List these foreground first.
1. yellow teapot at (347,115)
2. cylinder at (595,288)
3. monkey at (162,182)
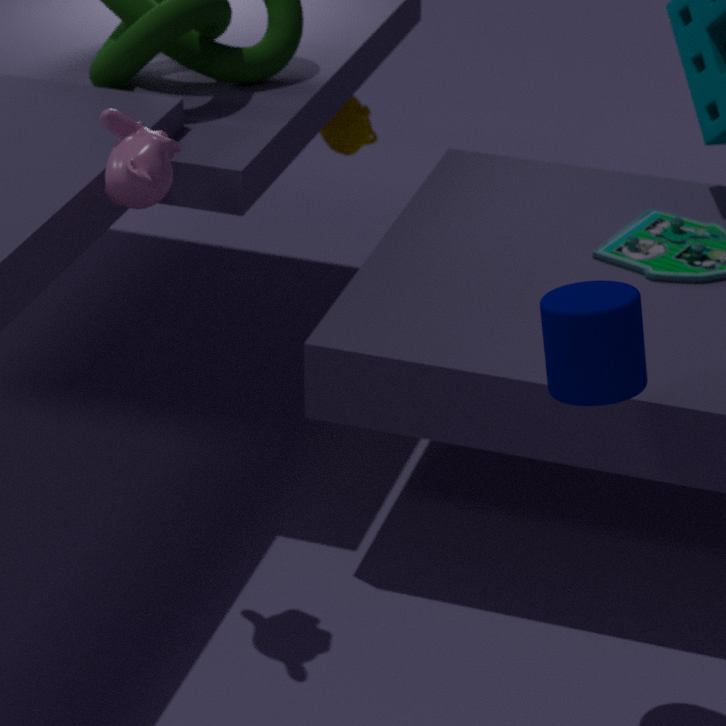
cylinder at (595,288), monkey at (162,182), yellow teapot at (347,115)
